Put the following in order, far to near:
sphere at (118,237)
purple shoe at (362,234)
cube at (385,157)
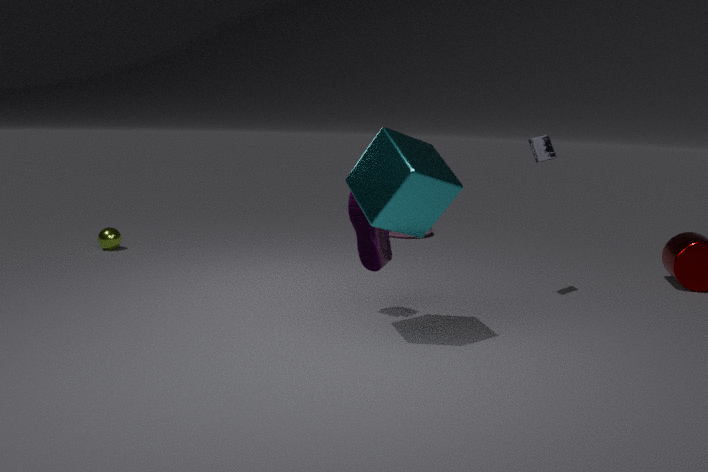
1. sphere at (118,237)
2. purple shoe at (362,234)
3. cube at (385,157)
